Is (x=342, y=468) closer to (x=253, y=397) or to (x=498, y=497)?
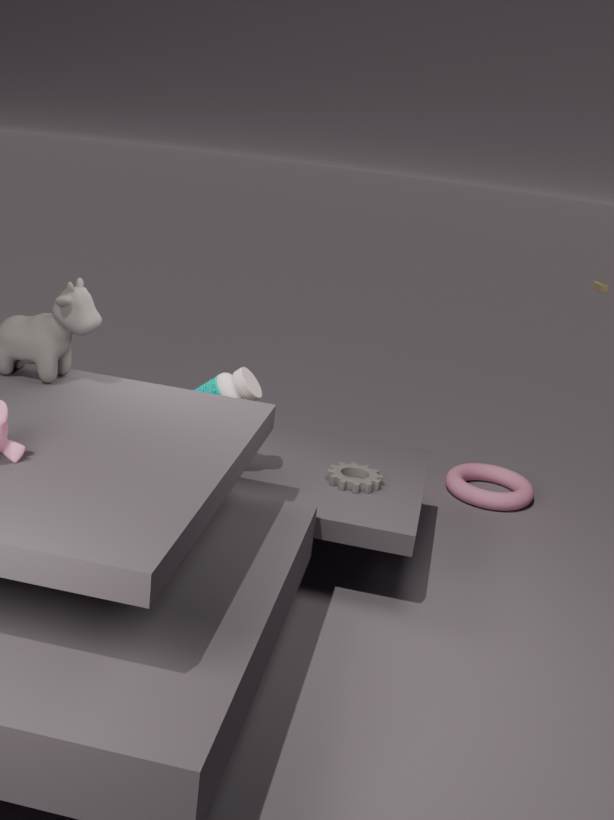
(x=253, y=397)
